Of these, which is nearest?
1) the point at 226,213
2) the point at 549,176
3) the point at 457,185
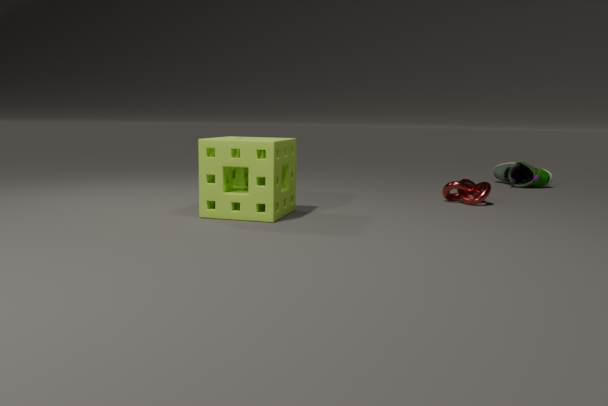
1. the point at 226,213
